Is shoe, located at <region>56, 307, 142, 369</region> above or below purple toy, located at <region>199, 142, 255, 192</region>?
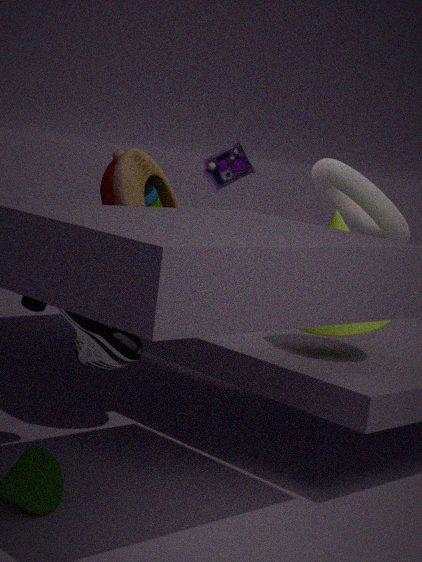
below
